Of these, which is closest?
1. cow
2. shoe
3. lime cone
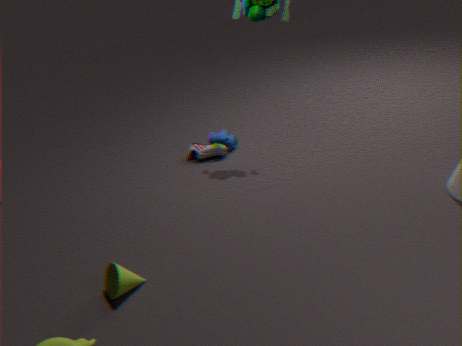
lime cone
